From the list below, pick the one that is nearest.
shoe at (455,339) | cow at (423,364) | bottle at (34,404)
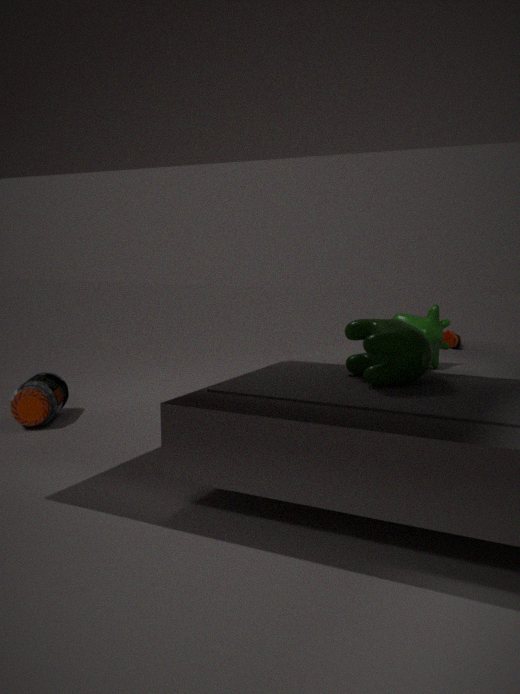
cow at (423,364)
